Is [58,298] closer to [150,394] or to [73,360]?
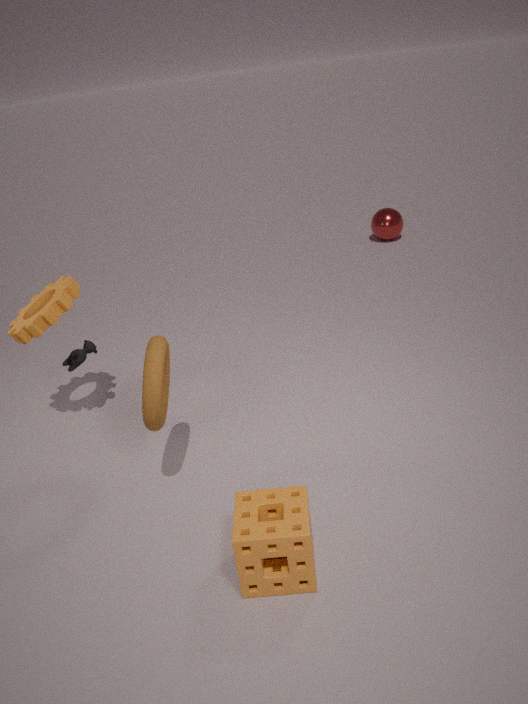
[73,360]
